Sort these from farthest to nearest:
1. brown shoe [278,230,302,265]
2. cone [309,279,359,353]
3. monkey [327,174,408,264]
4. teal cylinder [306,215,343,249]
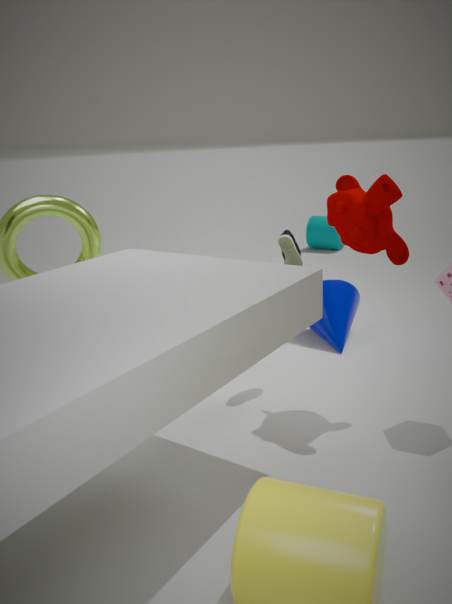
1. teal cylinder [306,215,343,249]
2. cone [309,279,359,353]
3. brown shoe [278,230,302,265]
4. monkey [327,174,408,264]
